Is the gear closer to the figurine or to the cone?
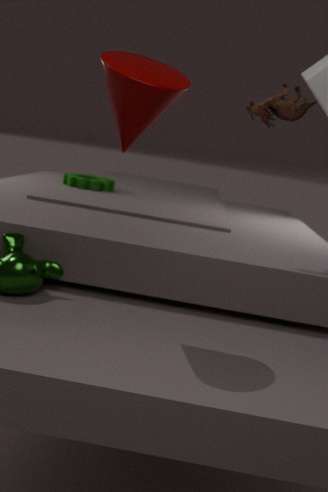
the figurine
